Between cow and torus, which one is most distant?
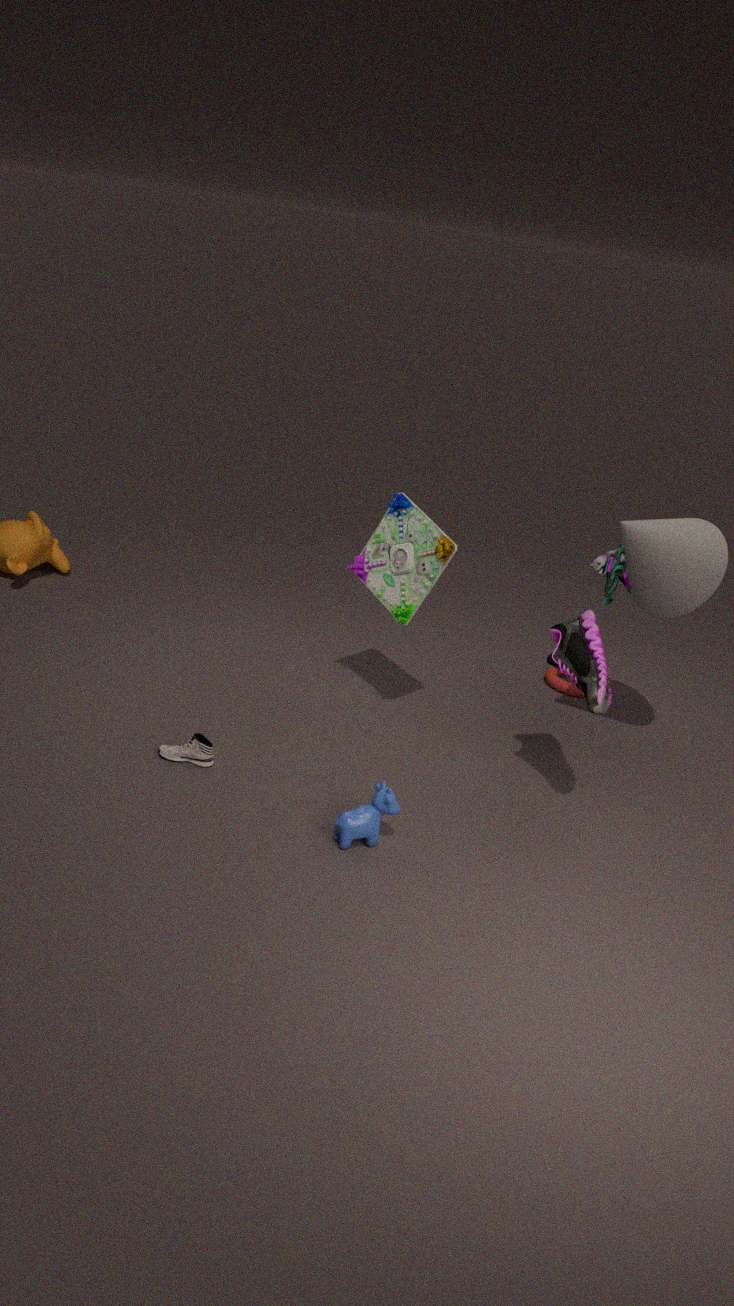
torus
